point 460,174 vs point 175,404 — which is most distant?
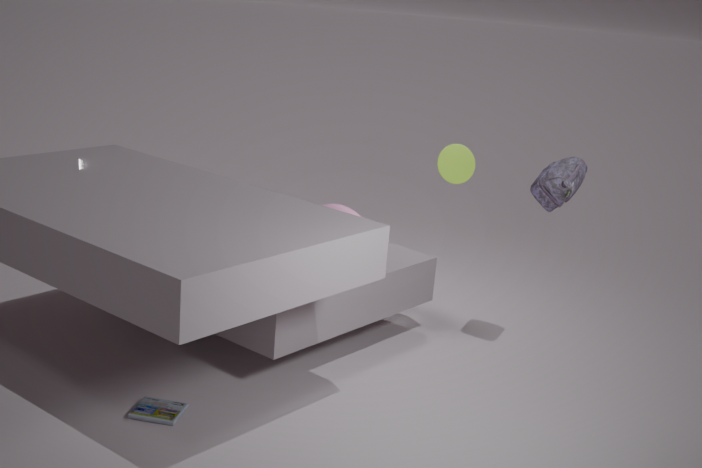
point 460,174
